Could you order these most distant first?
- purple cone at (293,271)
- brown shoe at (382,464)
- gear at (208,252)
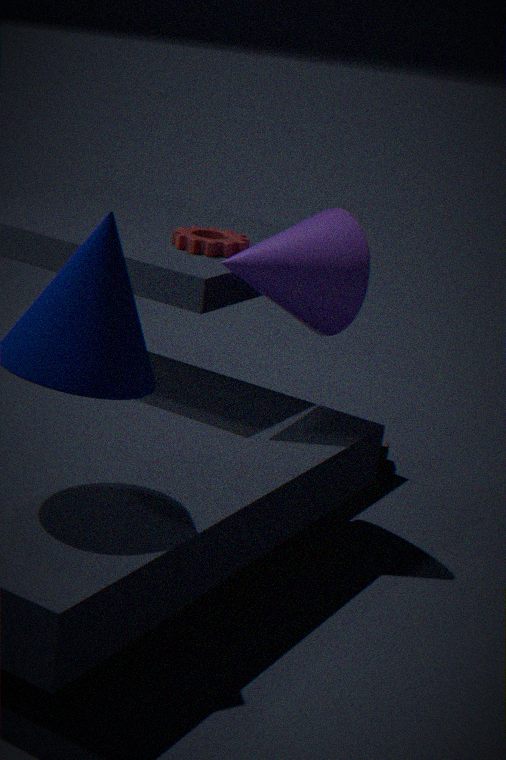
brown shoe at (382,464), gear at (208,252), purple cone at (293,271)
